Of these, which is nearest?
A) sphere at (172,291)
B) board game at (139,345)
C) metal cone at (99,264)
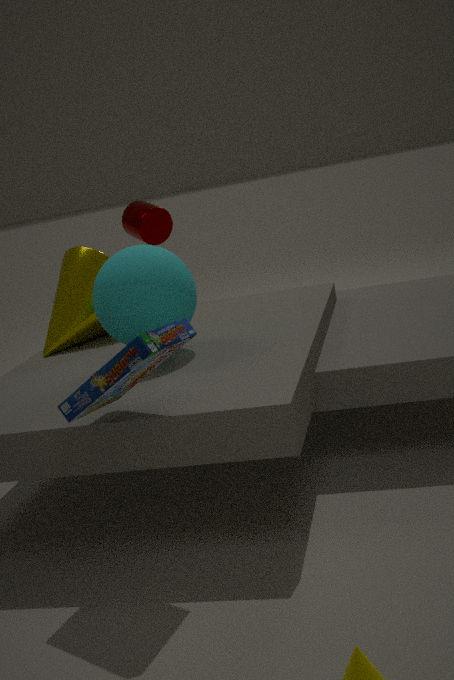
board game at (139,345)
